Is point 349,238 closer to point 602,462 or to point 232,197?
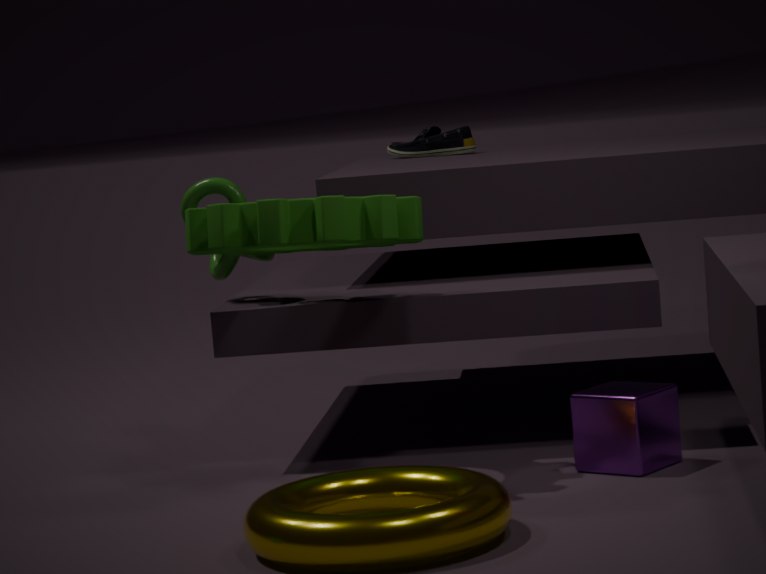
point 232,197
